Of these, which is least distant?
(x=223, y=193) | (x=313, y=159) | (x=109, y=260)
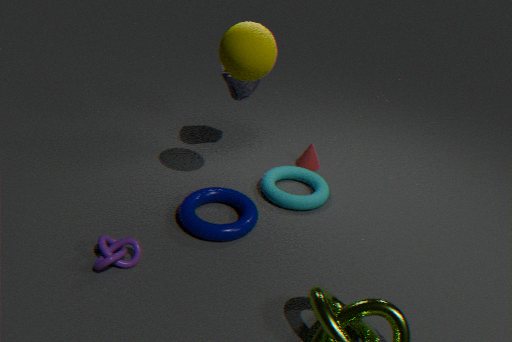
(x=109, y=260)
